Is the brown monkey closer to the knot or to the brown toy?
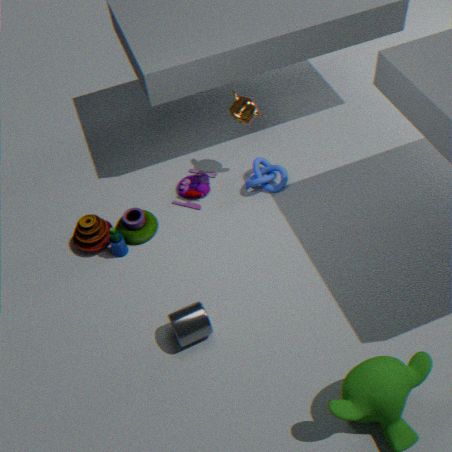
the knot
